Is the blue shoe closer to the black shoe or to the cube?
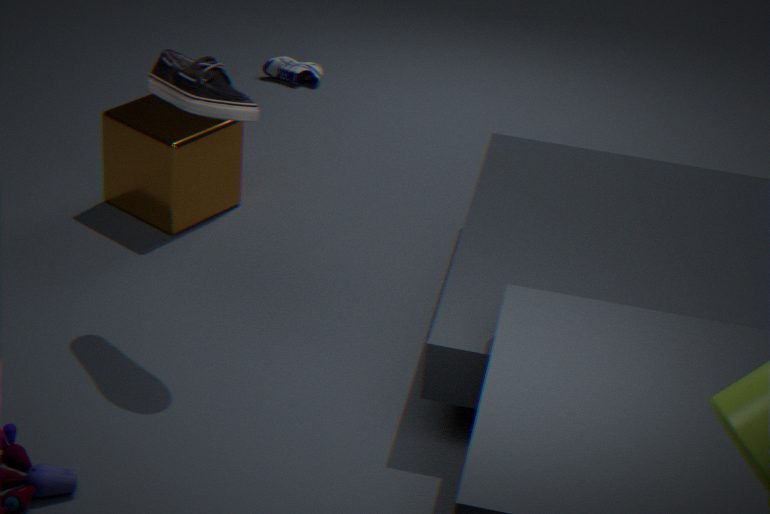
the cube
